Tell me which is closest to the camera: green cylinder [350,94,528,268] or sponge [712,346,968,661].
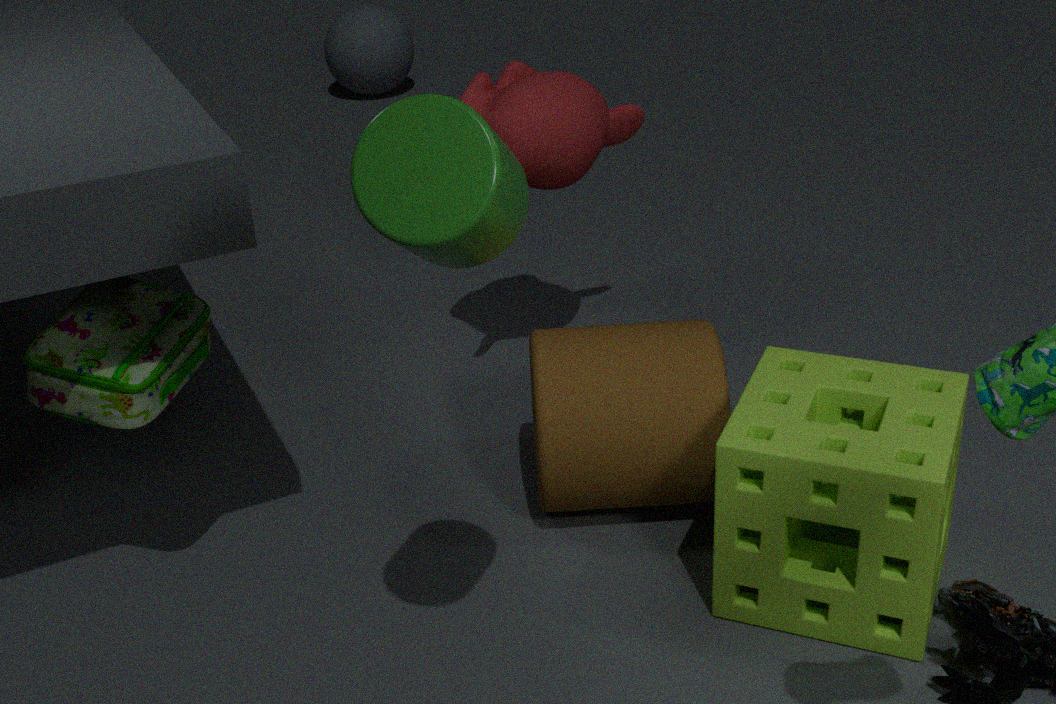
green cylinder [350,94,528,268]
